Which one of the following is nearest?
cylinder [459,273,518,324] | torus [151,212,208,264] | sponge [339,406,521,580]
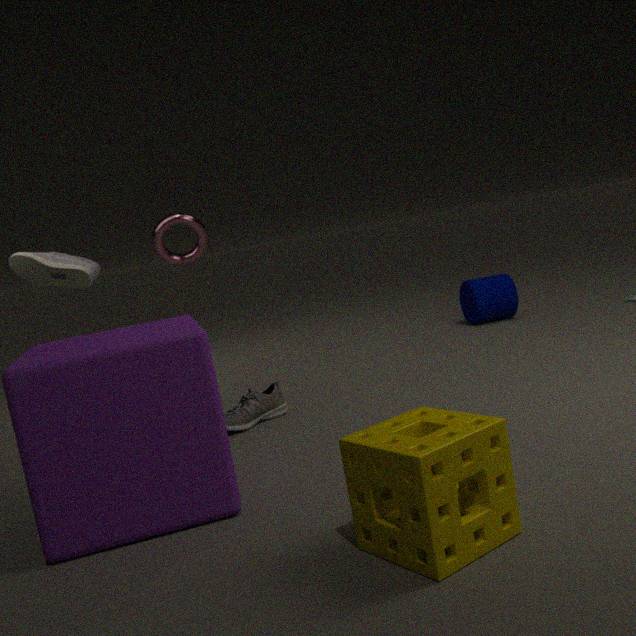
sponge [339,406,521,580]
